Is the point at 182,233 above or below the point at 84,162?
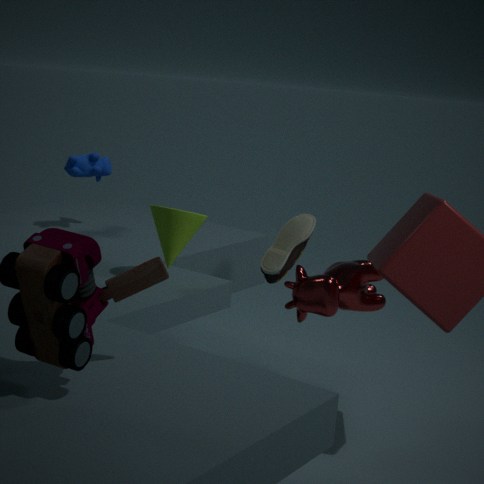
below
